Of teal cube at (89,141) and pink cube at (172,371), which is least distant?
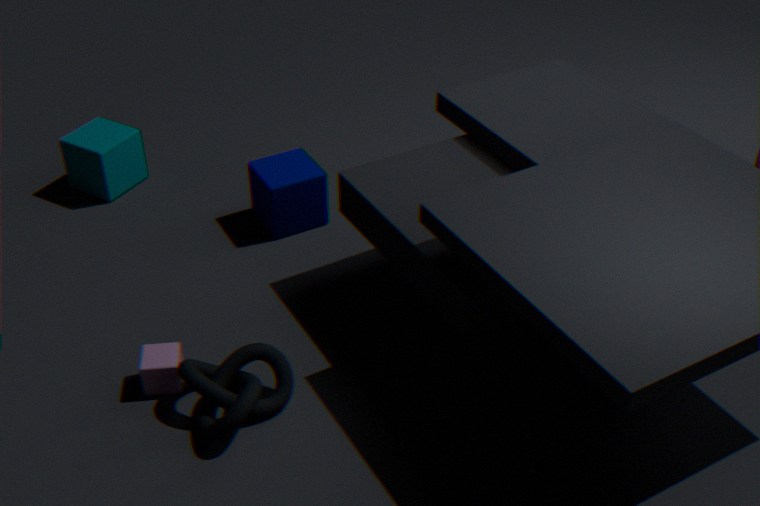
pink cube at (172,371)
